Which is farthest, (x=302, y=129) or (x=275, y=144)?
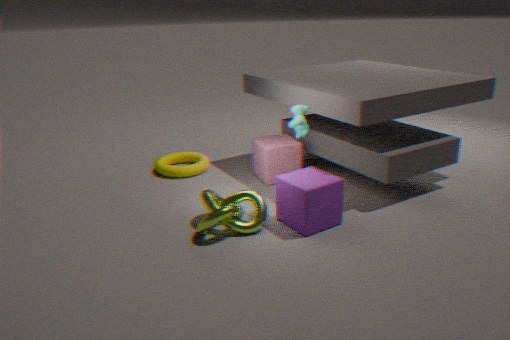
(x=275, y=144)
